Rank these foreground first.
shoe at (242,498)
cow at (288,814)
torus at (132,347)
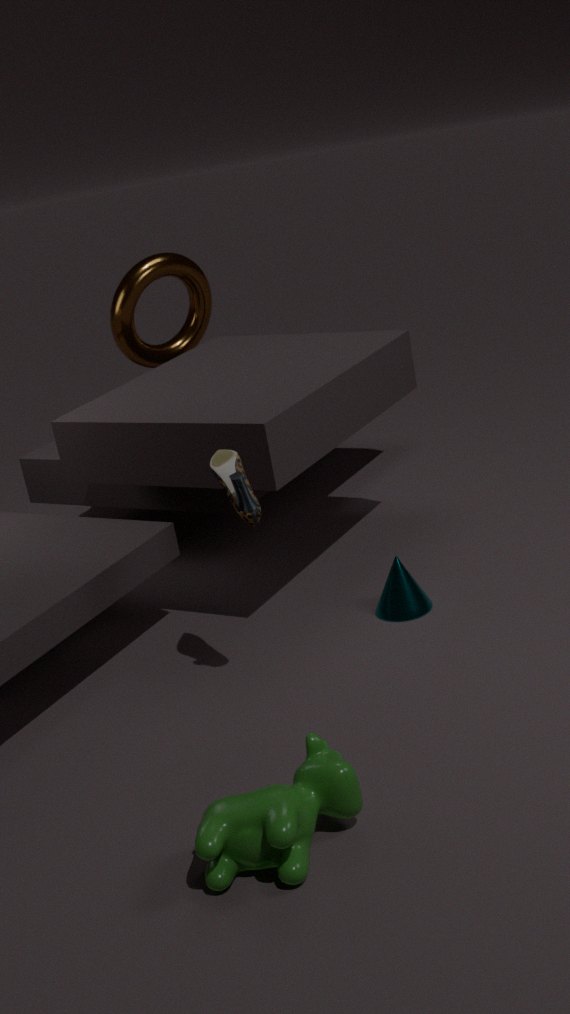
cow at (288,814) → shoe at (242,498) → torus at (132,347)
